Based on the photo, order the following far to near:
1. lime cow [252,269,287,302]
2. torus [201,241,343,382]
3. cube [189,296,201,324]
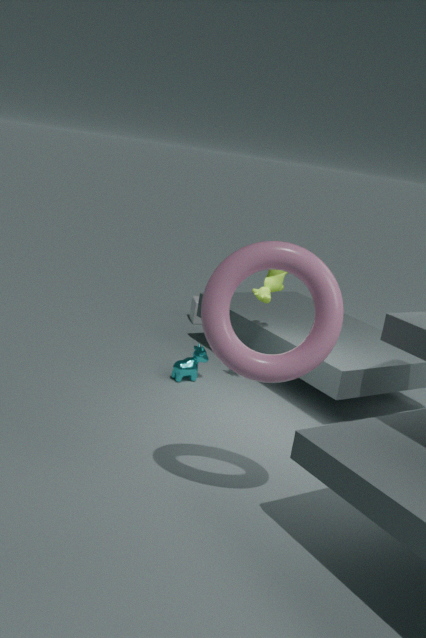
cube [189,296,201,324] < lime cow [252,269,287,302] < torus [201,241,343,382]
